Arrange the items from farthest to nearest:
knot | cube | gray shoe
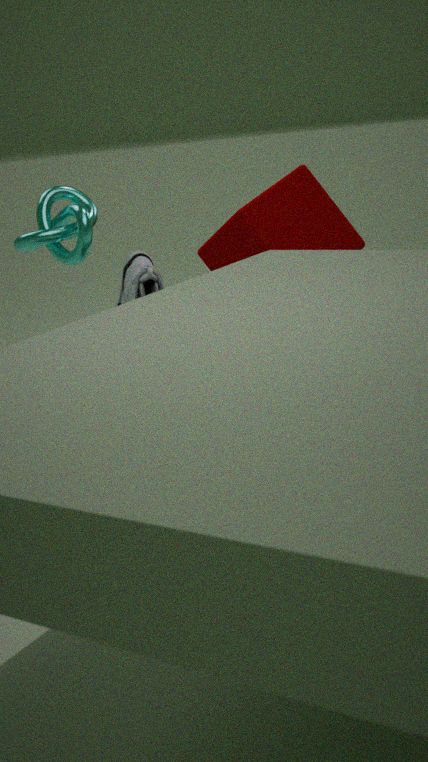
gray shoe < cube < knot
